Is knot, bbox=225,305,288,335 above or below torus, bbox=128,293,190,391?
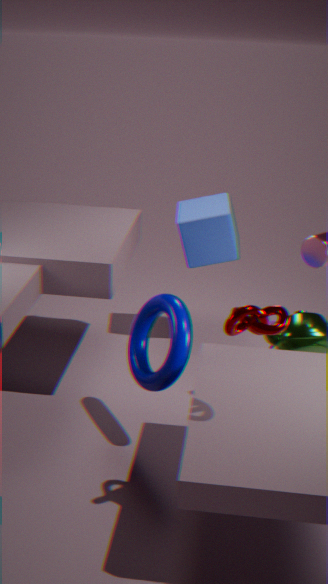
above
